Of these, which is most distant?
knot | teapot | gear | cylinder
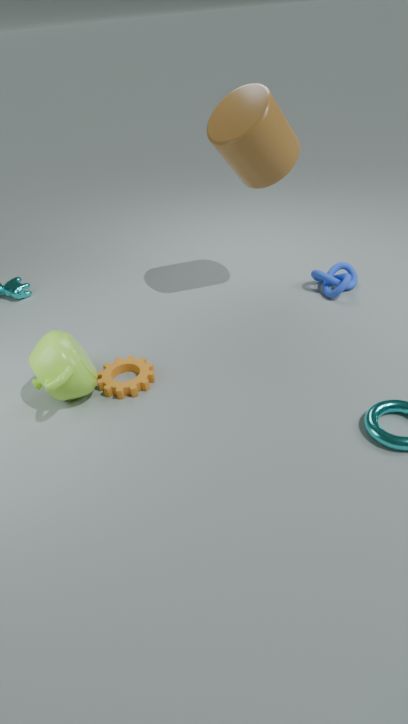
knot
